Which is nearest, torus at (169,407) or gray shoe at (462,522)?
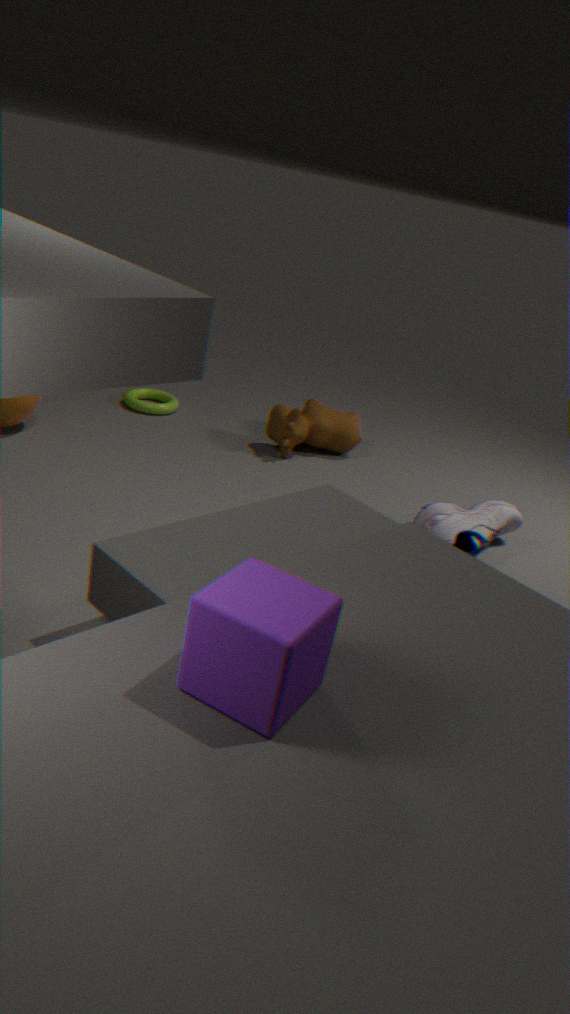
gray shoe at (462,522)
